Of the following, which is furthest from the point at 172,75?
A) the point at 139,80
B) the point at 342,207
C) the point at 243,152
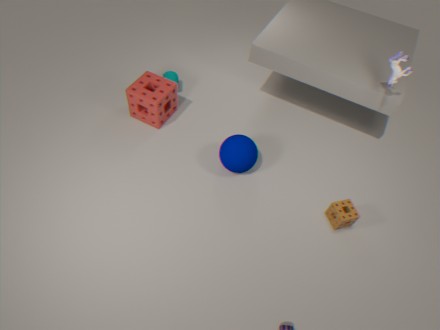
the point at 342,207
